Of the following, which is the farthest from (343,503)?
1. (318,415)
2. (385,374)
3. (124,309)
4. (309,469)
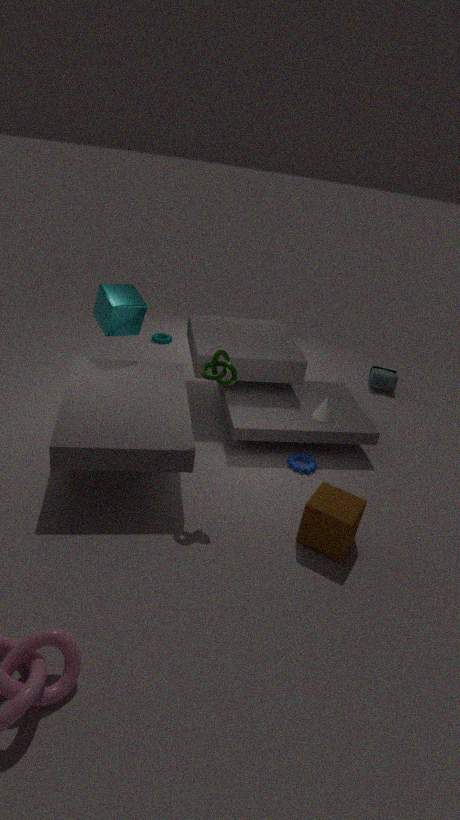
(385,374)
